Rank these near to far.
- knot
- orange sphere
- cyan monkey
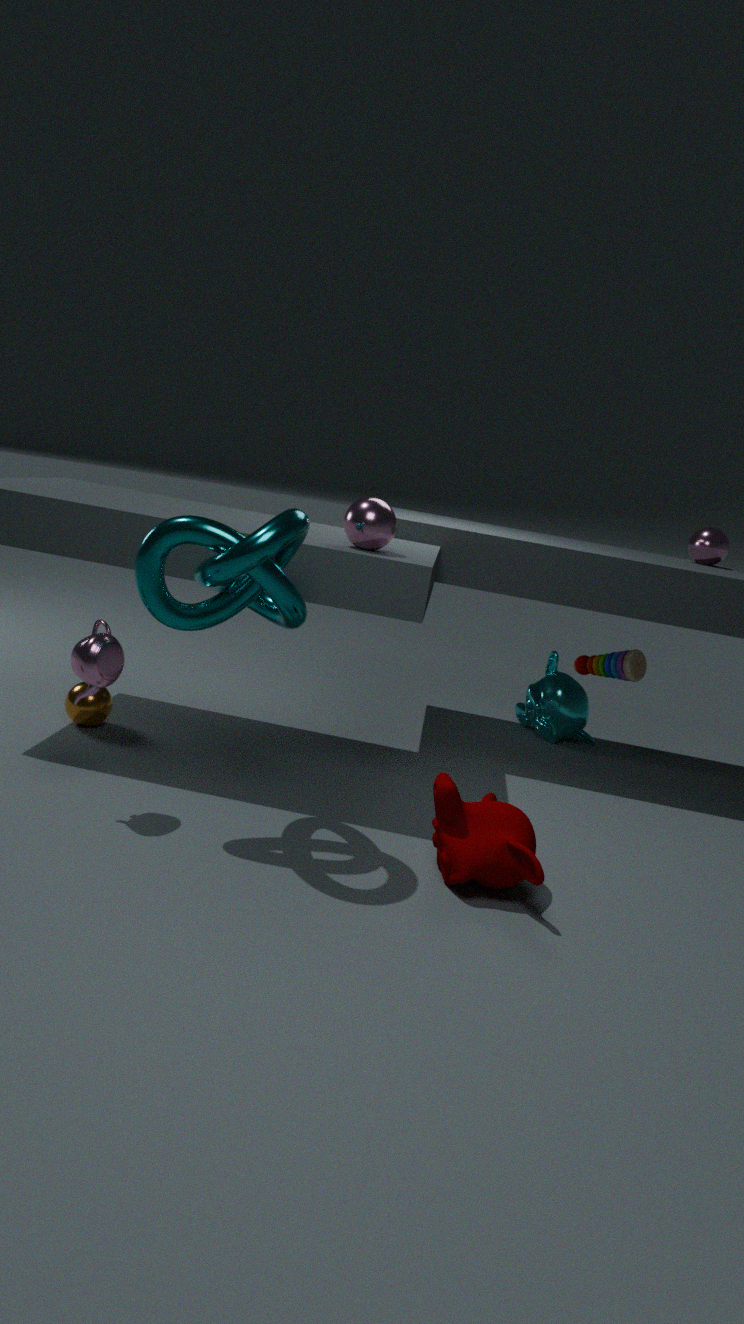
knot, orange sphere, cyan monkey
